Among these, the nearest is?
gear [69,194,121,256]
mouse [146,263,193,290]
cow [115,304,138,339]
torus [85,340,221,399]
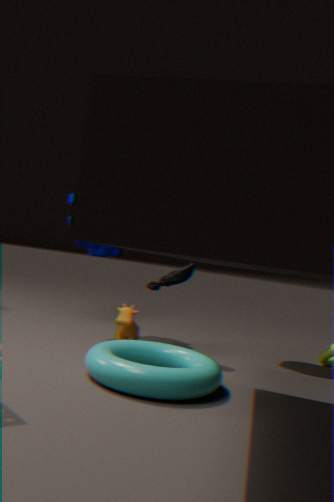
torus [85,340,221,399]
